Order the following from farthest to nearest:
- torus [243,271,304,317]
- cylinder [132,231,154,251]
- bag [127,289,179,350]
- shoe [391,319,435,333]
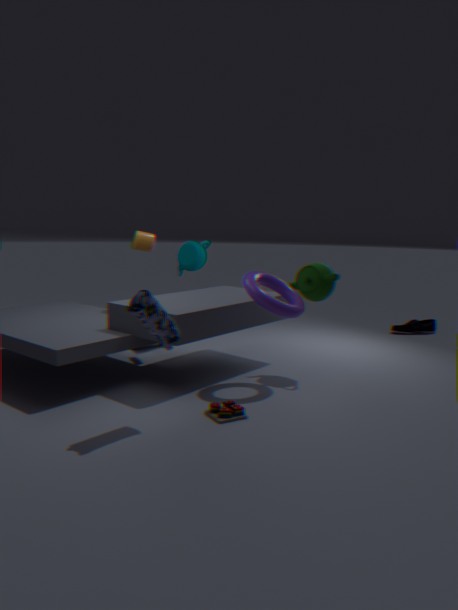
shoe [391,319,435,333] → cylinder [132,231,154,251] → torus [243,271,304,317] → bag [127,289,179,350]
